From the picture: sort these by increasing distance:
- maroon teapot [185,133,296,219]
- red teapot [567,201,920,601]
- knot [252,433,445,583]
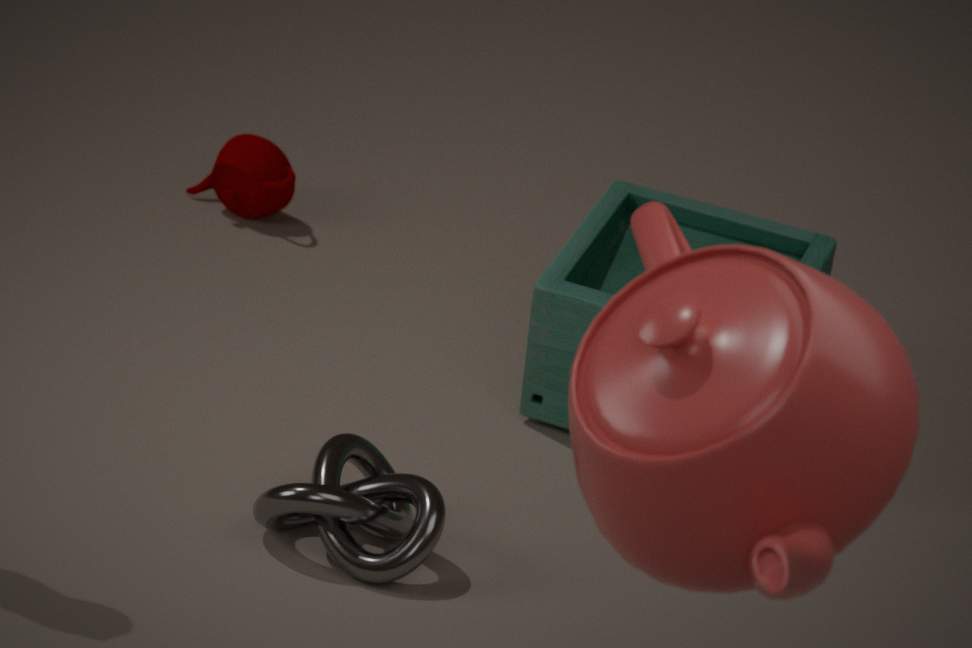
1. red teapot [567,201,920,601]
2. knot [252,433,445,583]
3. maroon teapot [185,133,296,219]
